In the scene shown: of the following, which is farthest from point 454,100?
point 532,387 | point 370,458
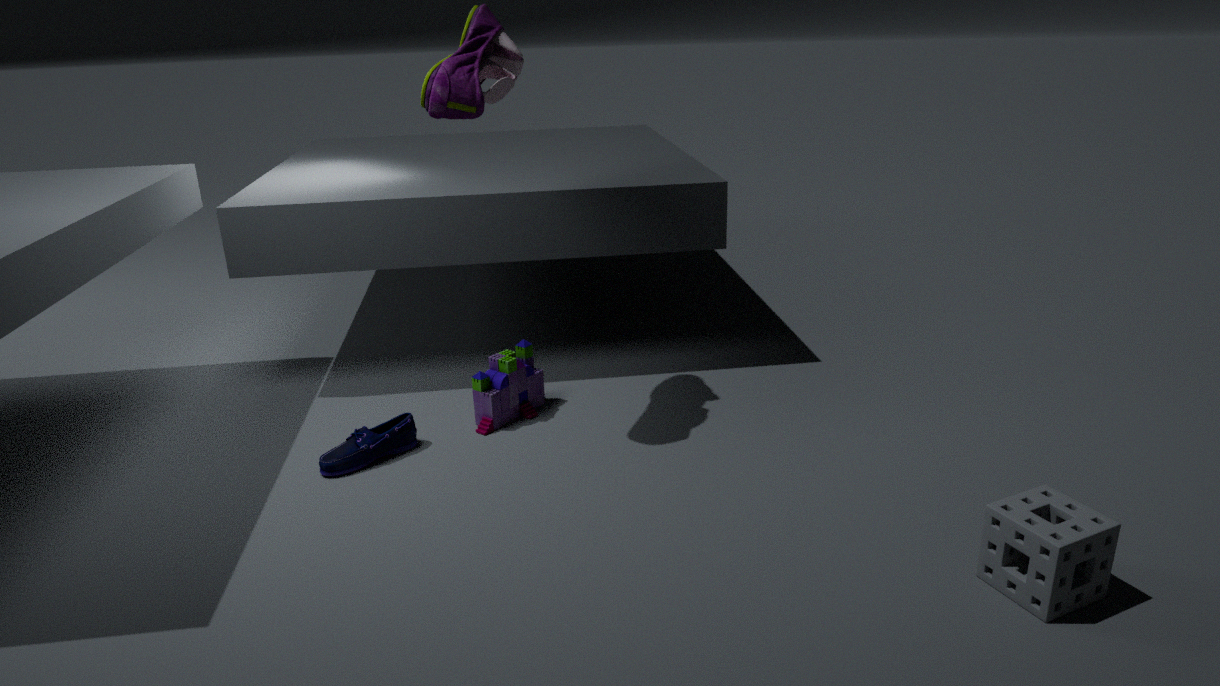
point 370,458
